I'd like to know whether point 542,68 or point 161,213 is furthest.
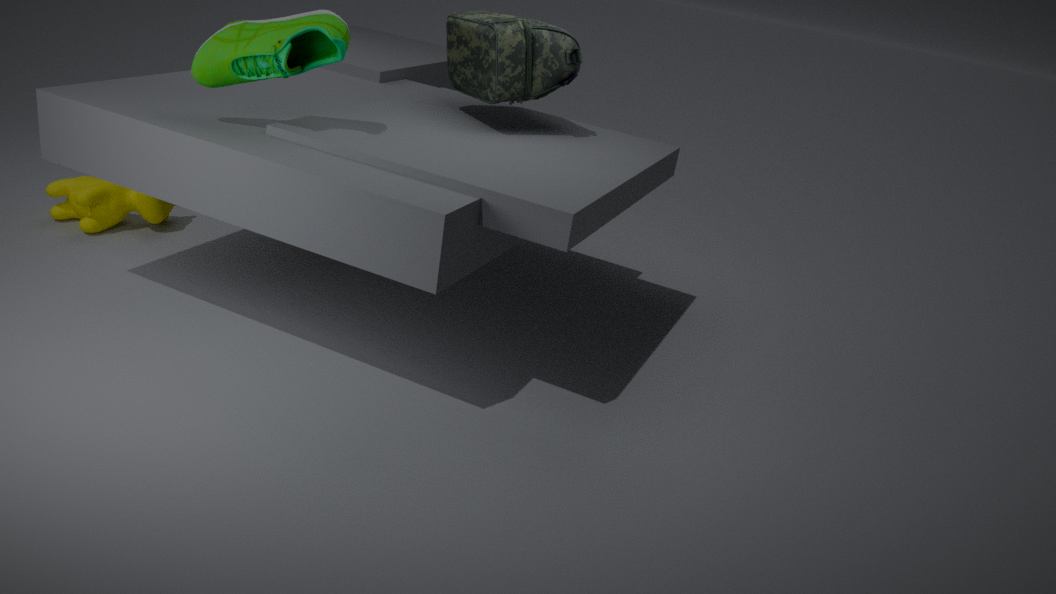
point 161,213
